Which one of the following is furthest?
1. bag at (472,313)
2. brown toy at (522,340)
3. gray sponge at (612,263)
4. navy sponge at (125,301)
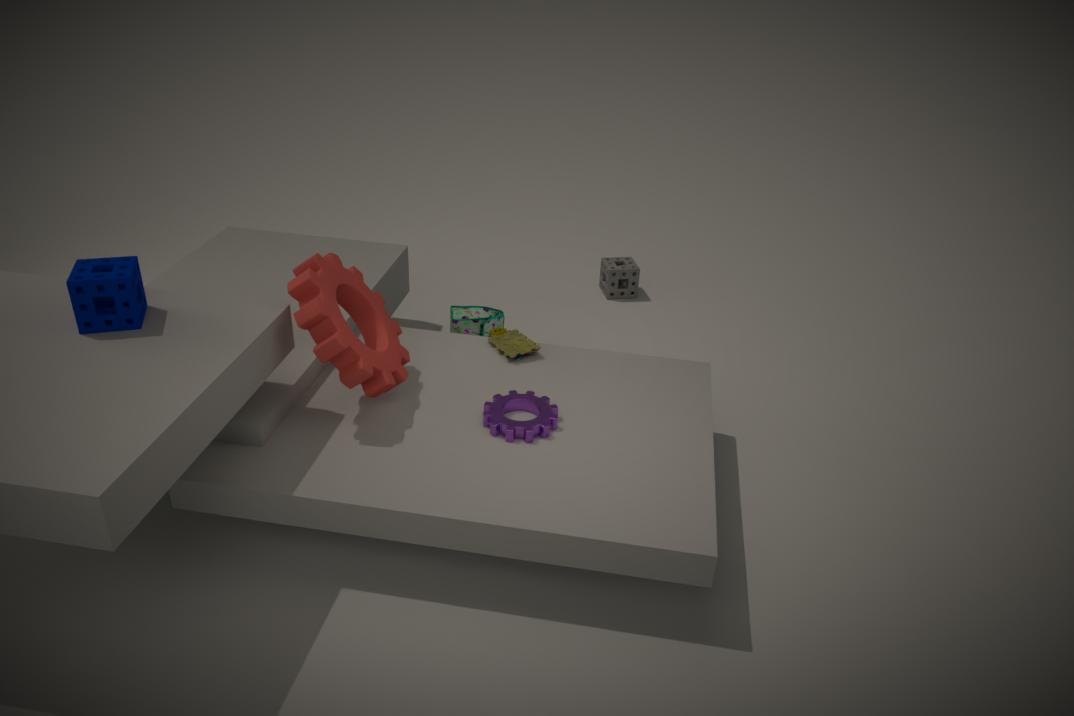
gray sponge at (612,263)
